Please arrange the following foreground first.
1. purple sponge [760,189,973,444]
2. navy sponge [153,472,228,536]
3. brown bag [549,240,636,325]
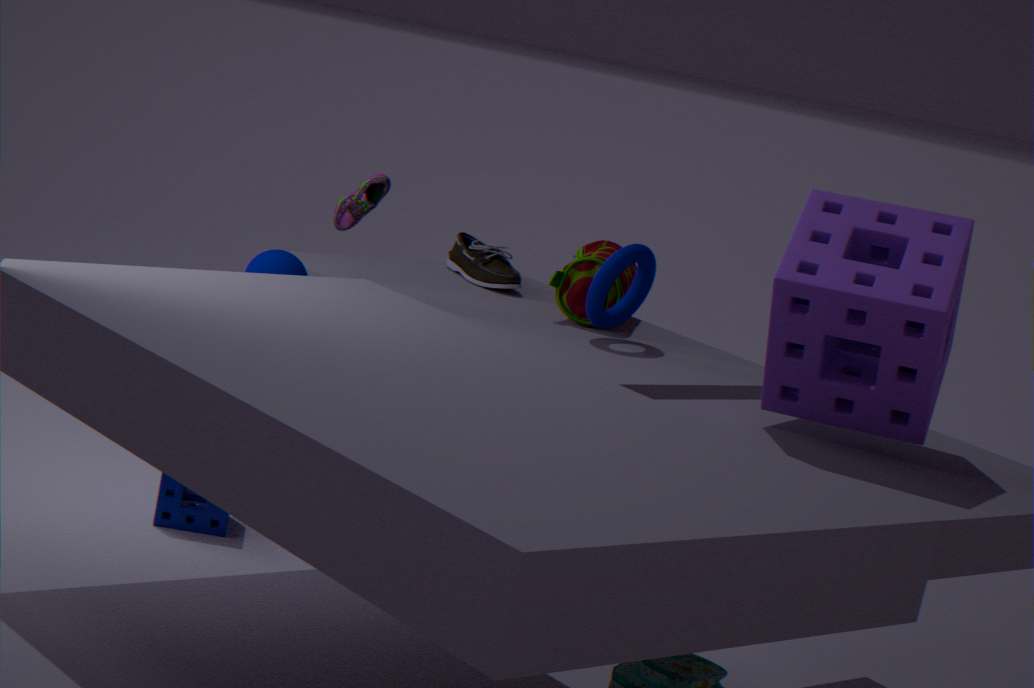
purple sponge [760,189,973,444]
navy sponge [153,472,228,536]
brown bag [549,240,636,325]
